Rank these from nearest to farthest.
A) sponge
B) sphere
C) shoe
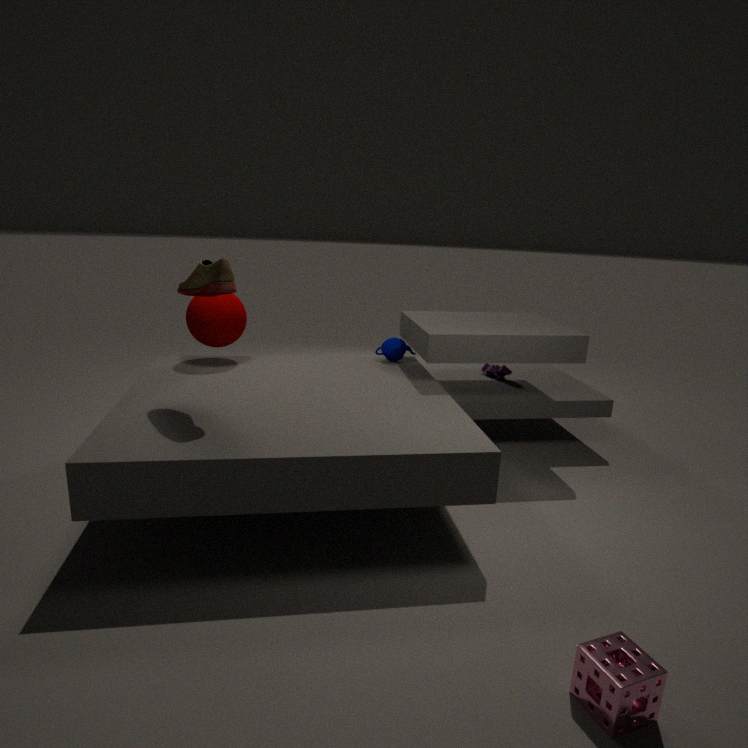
sponge
shoe
sphere
